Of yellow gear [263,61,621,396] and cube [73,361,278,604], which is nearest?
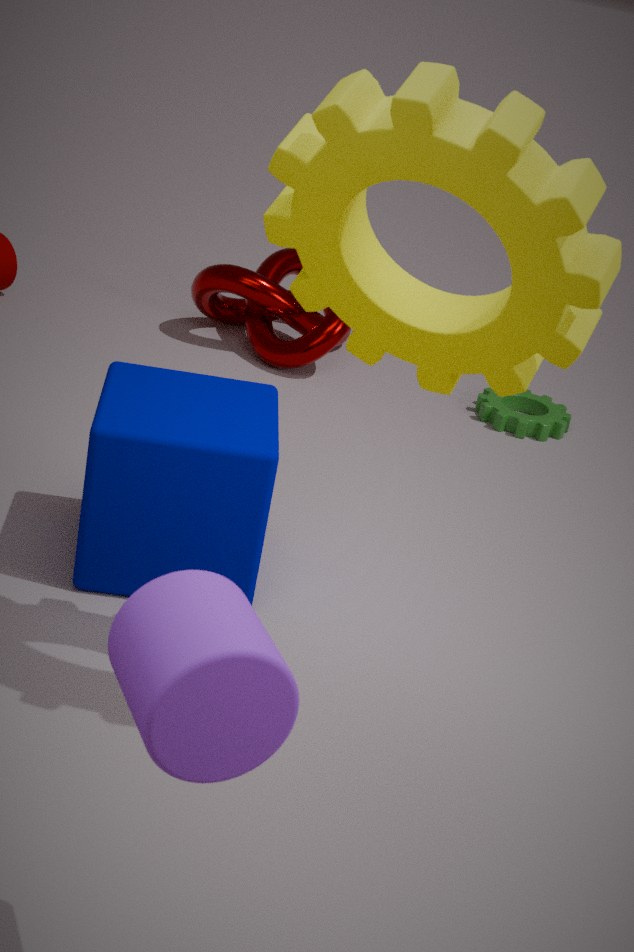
yellow gear [263,61,621,396]
